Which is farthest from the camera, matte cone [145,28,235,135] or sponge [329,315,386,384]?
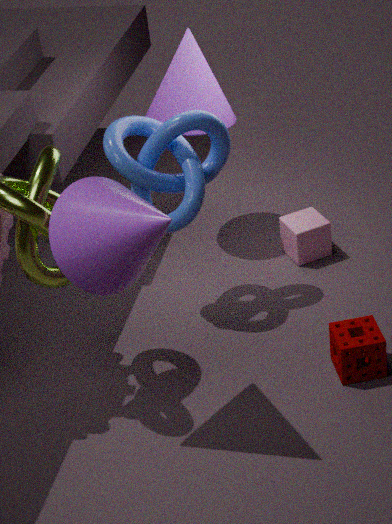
matte cone [145,28,235,135]
